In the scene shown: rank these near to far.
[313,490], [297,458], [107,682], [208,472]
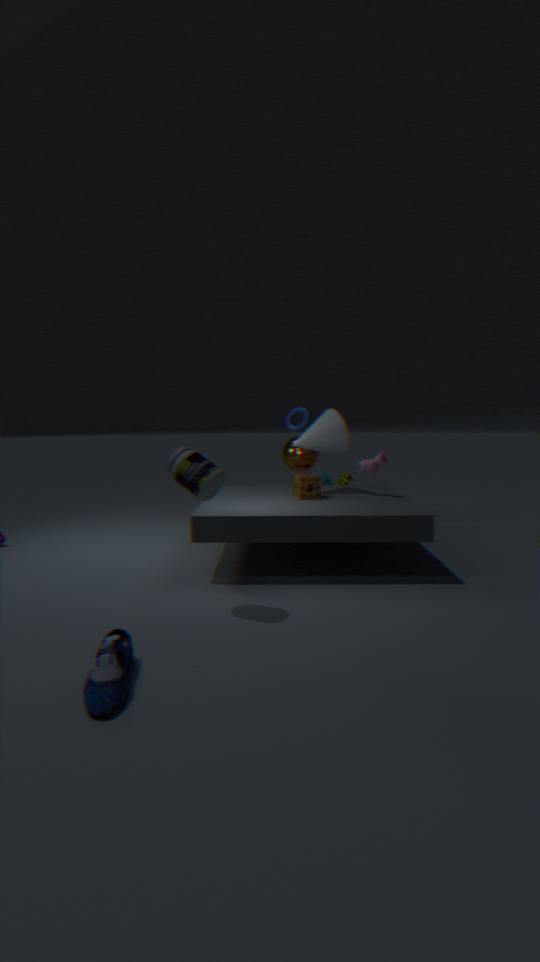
[107,682], [208,472], [313,490], [297,458]
